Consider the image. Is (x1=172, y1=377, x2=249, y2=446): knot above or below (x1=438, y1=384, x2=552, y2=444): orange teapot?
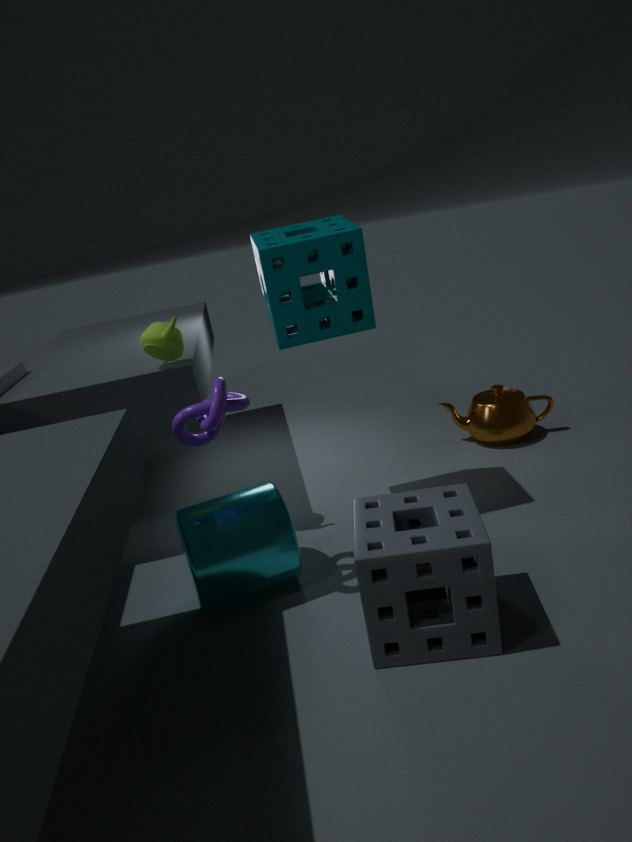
above
